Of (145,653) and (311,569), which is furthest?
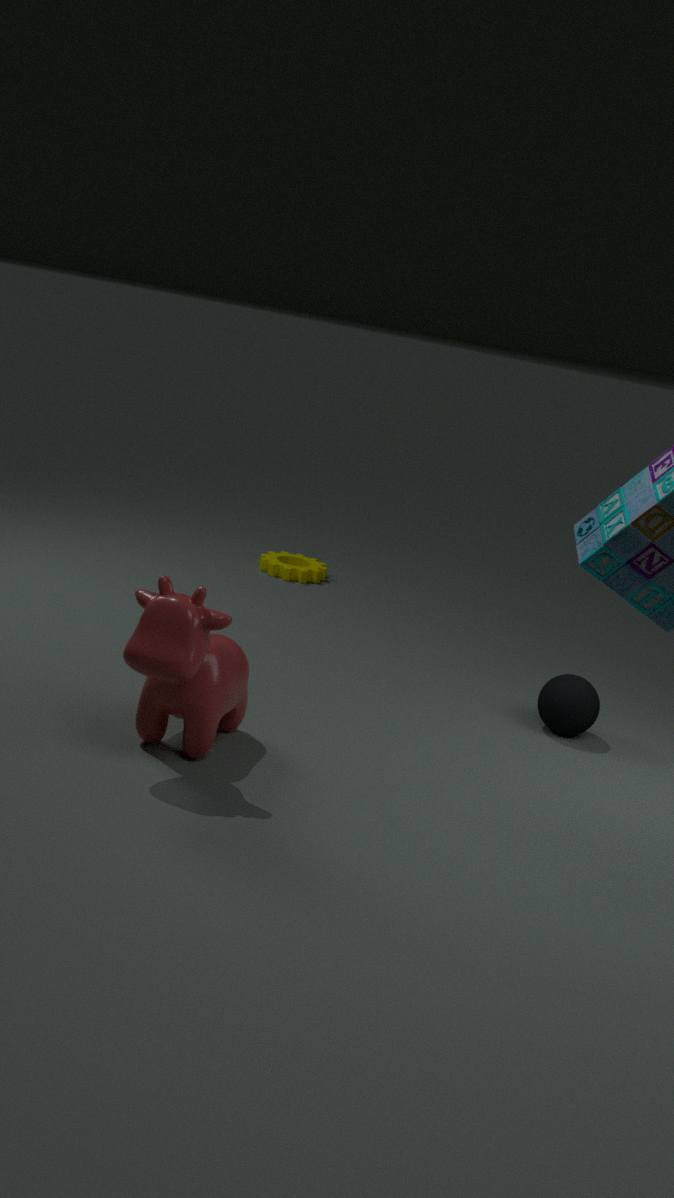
(311,569)
